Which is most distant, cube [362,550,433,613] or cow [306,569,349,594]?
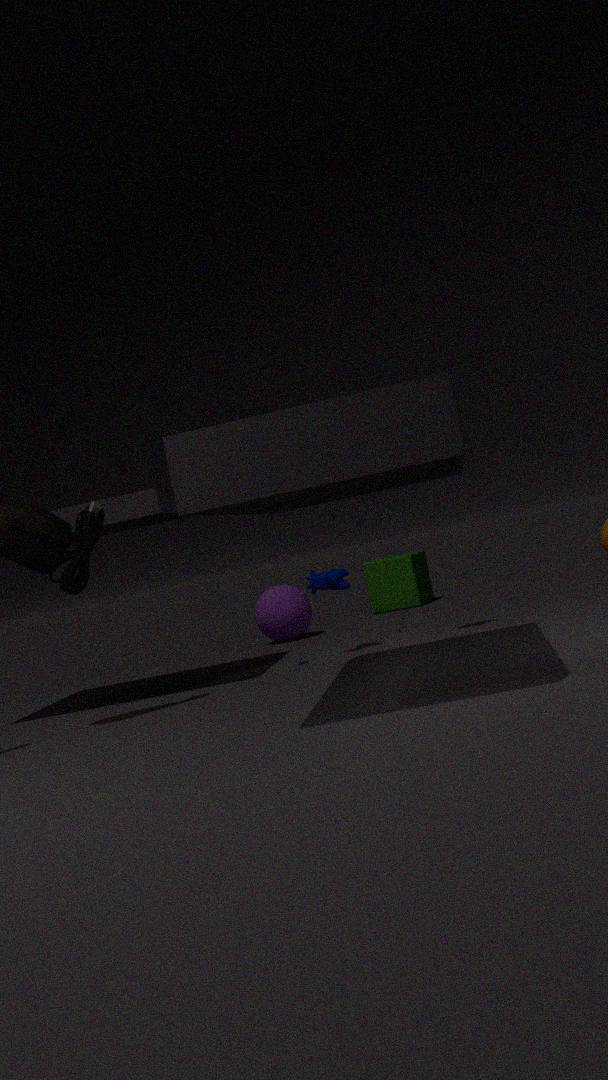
cube [362,550,433,613]
